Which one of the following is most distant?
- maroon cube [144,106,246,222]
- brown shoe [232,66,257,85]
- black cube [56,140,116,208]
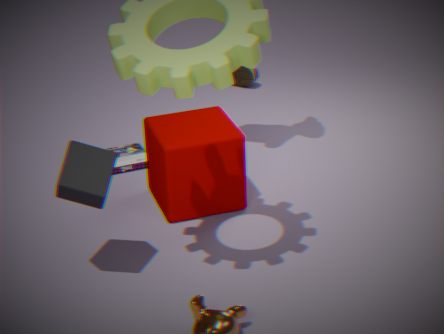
brown shoe [232,66,257,85]
